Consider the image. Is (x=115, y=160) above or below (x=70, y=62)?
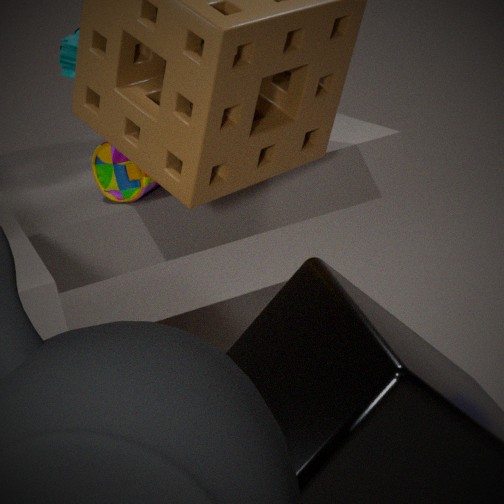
below
